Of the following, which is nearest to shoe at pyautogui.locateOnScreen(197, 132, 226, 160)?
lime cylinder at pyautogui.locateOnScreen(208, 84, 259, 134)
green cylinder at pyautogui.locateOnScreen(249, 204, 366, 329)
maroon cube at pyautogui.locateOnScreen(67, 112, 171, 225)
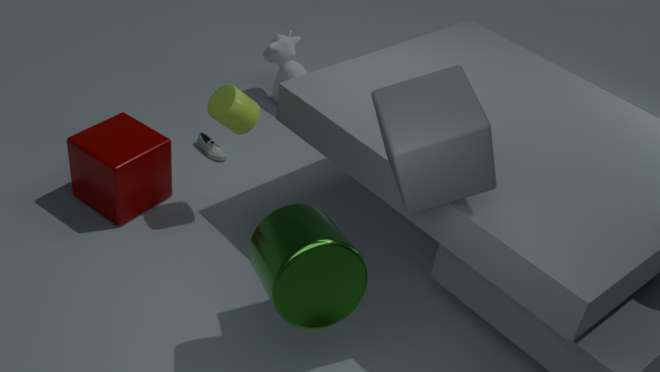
maroon cube at pyautogui.locateOnScreen(67, 112, 171, 225)
